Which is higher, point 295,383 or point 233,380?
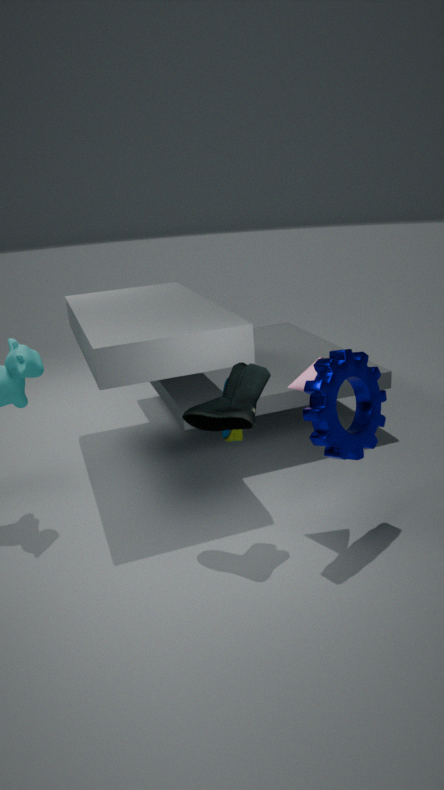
point 295,383
